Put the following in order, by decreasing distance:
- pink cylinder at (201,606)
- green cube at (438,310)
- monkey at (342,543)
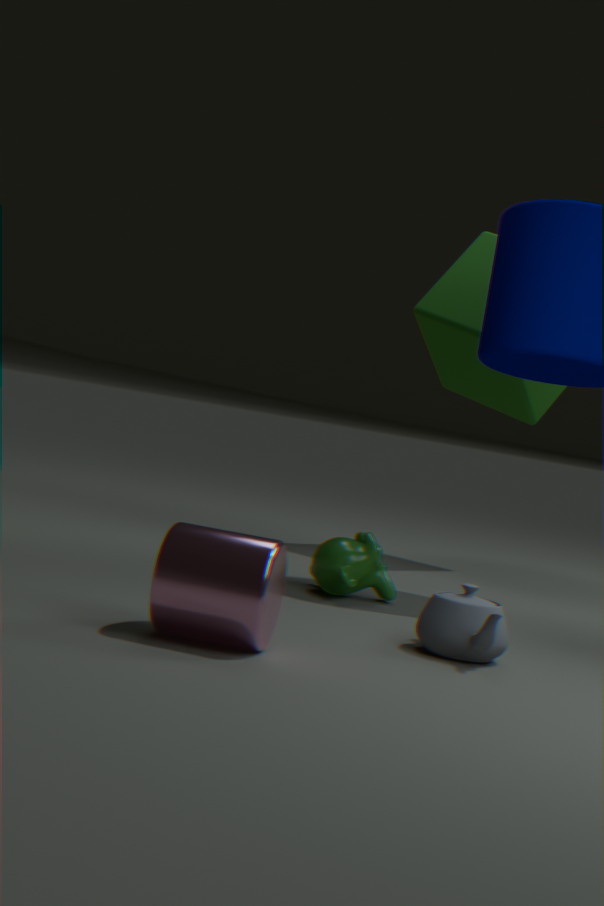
1. green cube at (438,310)
2. monkey at (342,543)
3. pink cylinder at (201,606)
